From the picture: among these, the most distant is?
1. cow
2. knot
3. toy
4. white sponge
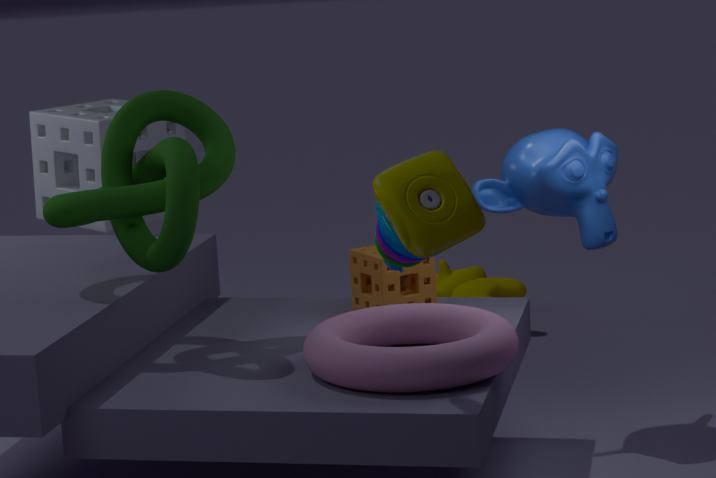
cow
